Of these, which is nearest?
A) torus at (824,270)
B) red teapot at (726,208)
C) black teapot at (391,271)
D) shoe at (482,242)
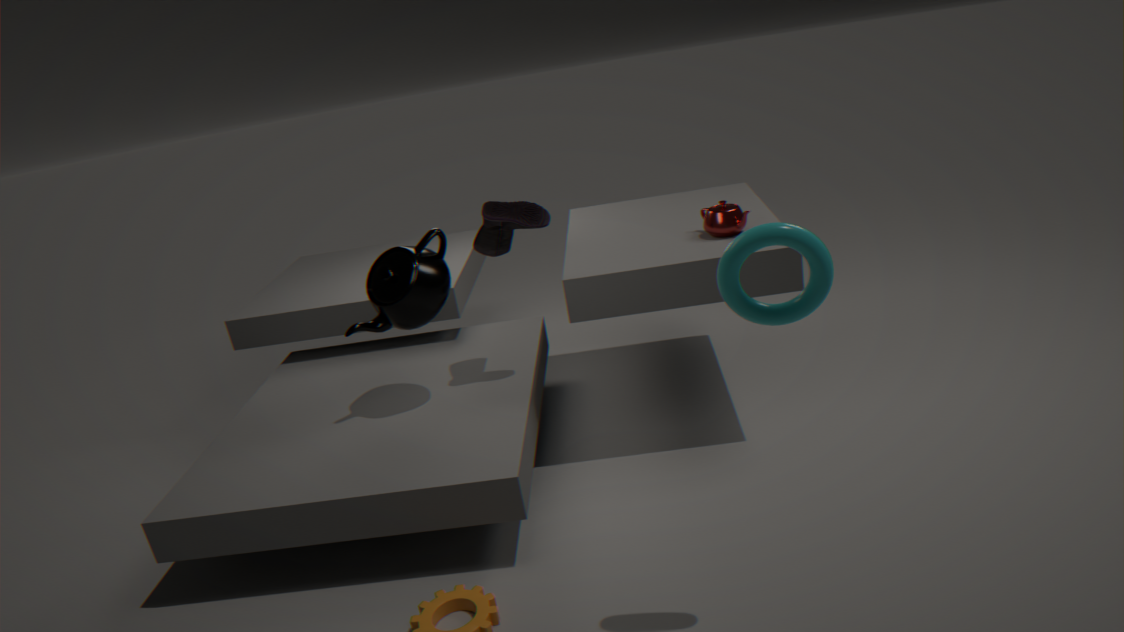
torus at (824,270)
